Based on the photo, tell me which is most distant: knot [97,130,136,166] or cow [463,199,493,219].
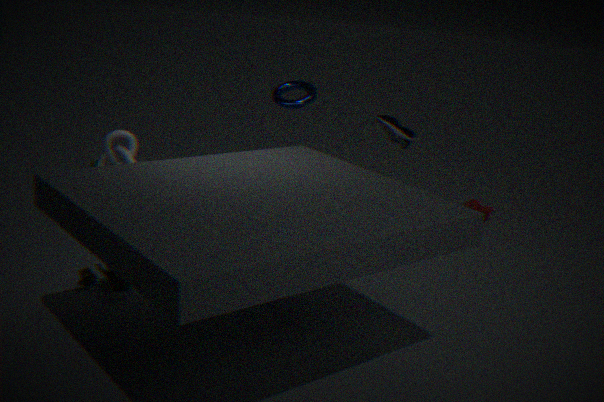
cow [463,199,493,219]
